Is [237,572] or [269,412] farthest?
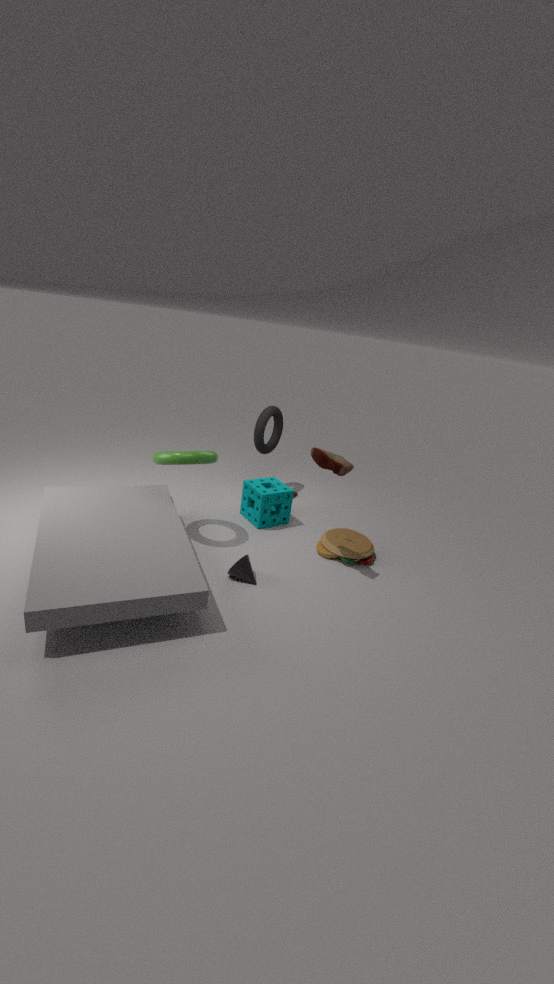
[269,412]
